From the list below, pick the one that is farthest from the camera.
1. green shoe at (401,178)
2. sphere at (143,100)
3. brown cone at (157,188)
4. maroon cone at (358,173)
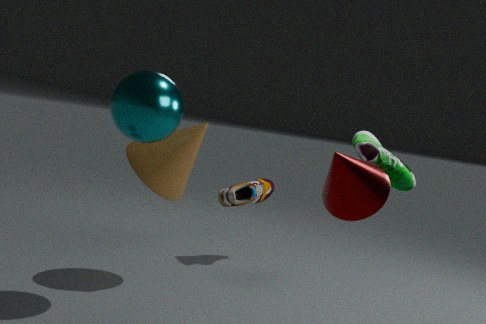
brown cone at (157,188)
